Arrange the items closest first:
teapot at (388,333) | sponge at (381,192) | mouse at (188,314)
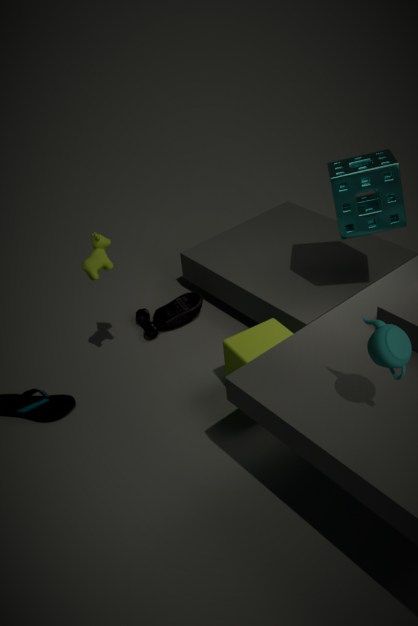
teapot at (388,333)
sponge at (381,192)
mouse at (188,314)
